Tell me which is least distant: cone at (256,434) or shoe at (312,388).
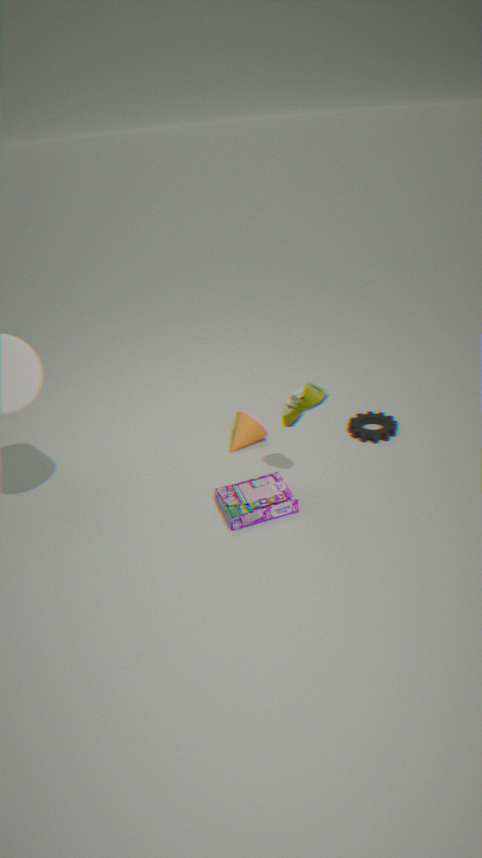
shoe at (312,388)
